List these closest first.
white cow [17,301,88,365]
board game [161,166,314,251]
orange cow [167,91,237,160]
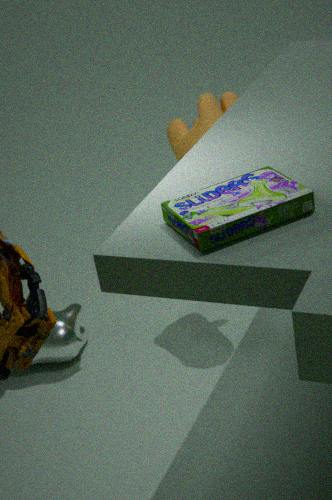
board game [161,166,314,251]
orange cow [167,91,237,160]
white cow [17,301,88,365]
